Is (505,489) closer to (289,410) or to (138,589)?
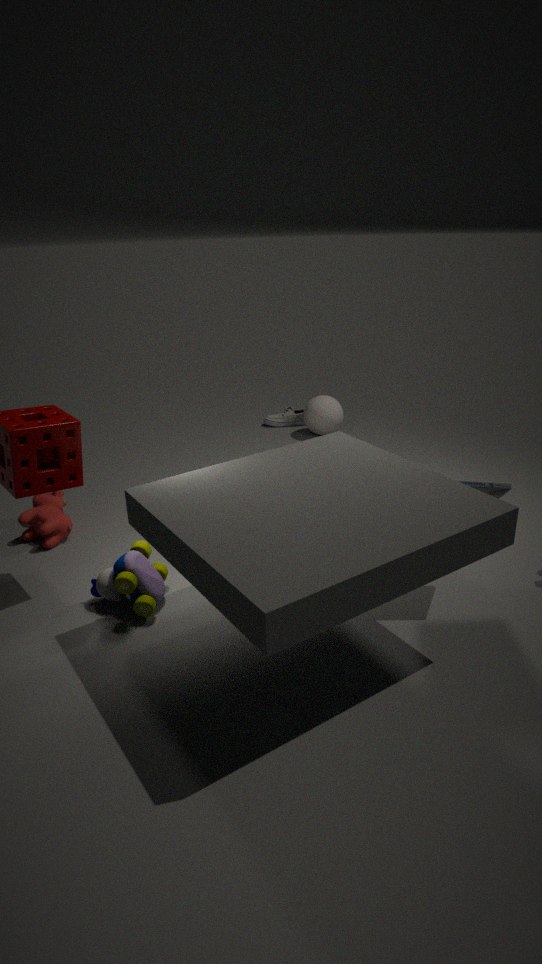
(138,589)
